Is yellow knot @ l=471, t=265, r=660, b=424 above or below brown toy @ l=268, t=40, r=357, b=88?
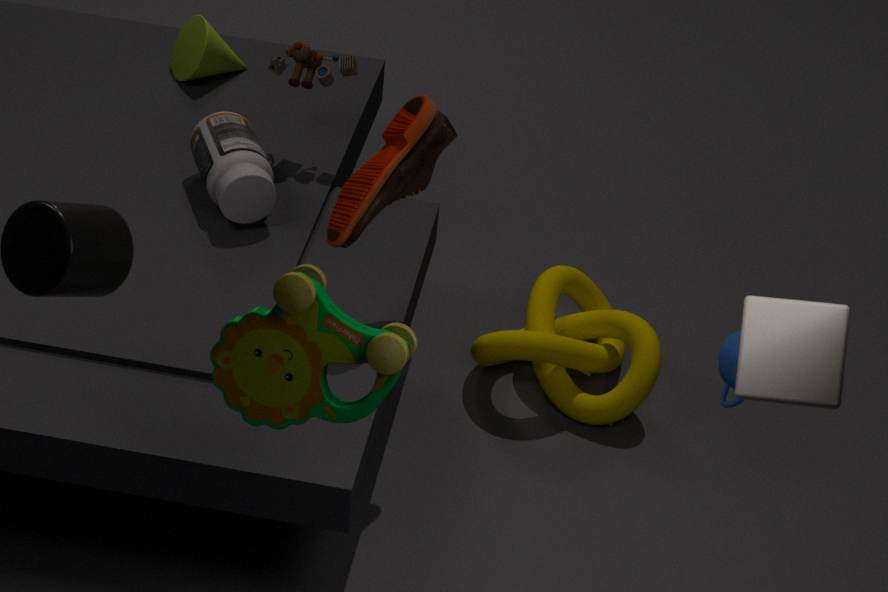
below
